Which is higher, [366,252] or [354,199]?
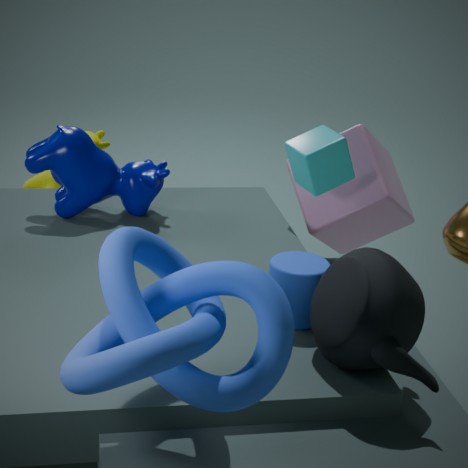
[366,252]
